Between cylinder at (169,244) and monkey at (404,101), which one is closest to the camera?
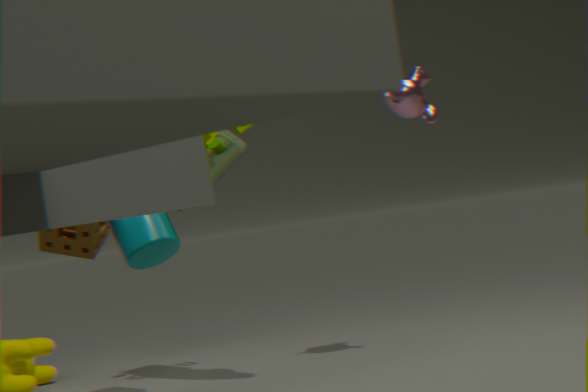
cylinder at (169,244)
